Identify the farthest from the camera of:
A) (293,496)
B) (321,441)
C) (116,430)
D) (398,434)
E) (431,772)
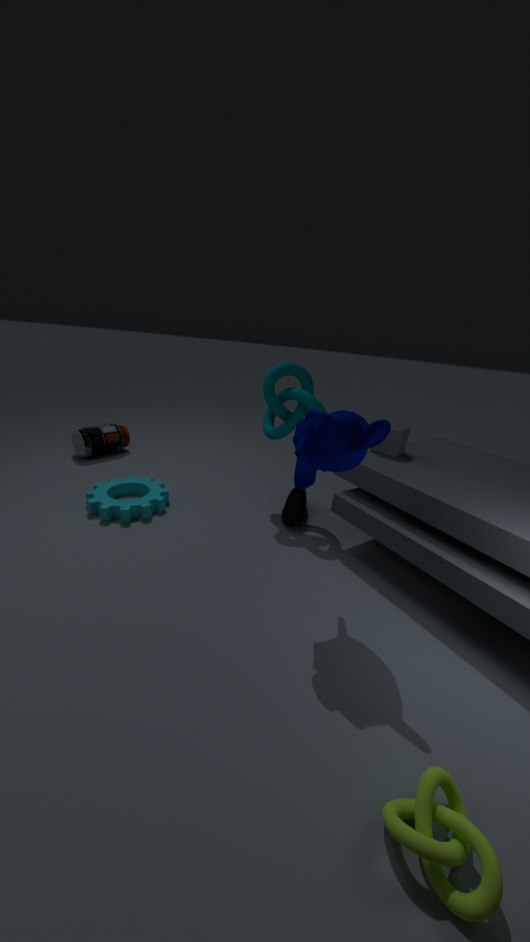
(116,430)
